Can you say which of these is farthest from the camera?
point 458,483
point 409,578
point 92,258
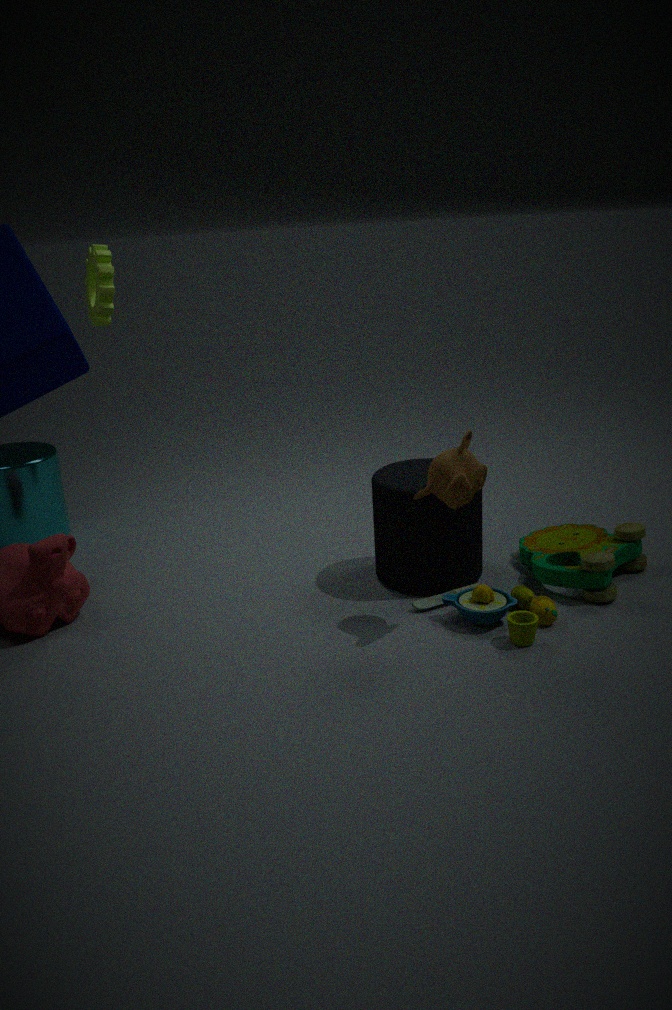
point 92,258
